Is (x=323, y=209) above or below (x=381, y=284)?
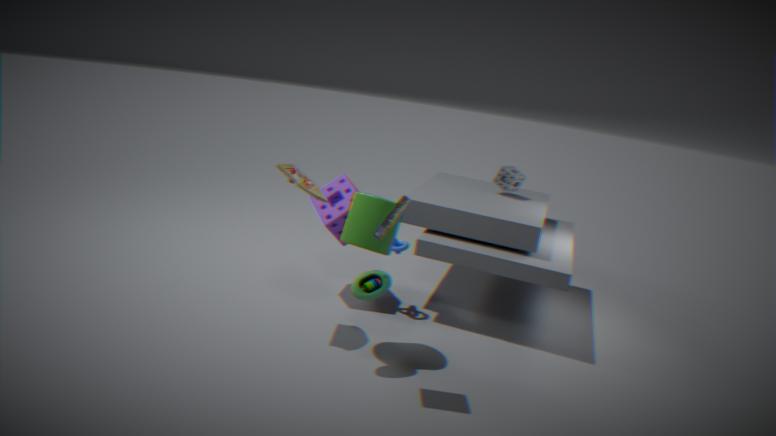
above
